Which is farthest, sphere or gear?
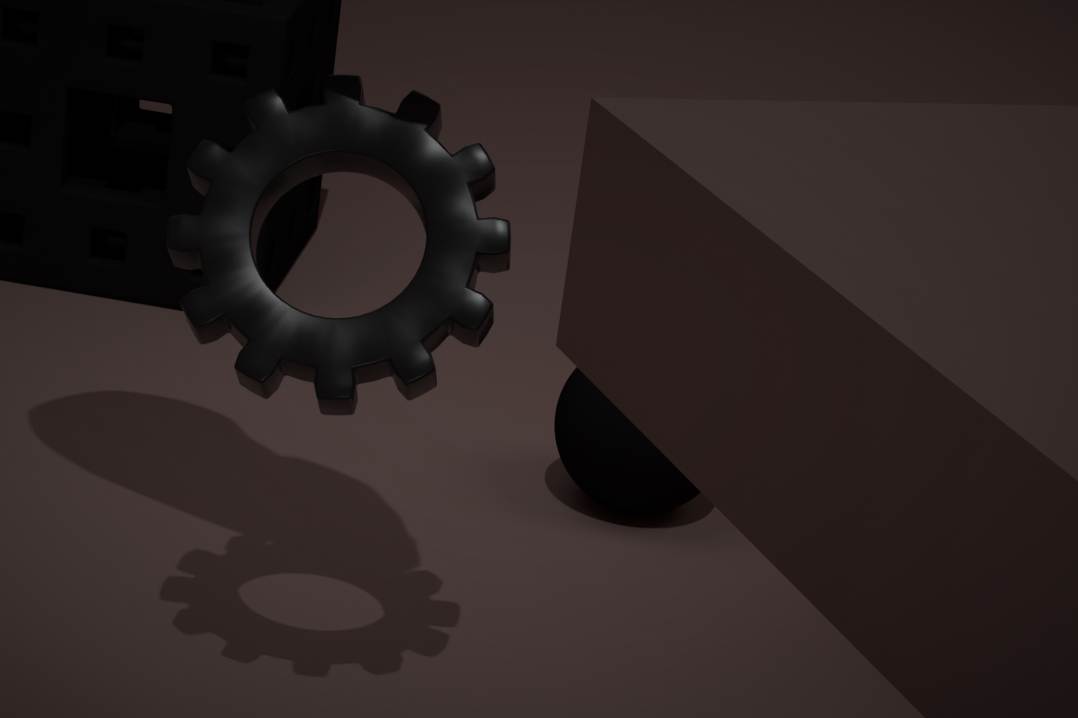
sphere
